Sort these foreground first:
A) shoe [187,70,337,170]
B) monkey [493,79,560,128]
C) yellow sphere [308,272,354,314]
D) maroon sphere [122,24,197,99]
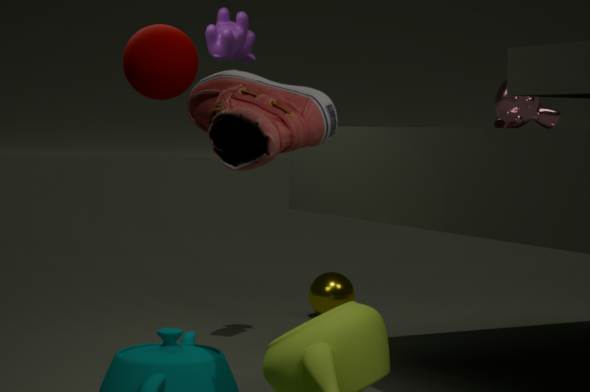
shoe [187,70,337,170]
maroon sphere [122,24,197,99]
monkey [493,79,560,128]
yellow sphere [308,272,354,314]
